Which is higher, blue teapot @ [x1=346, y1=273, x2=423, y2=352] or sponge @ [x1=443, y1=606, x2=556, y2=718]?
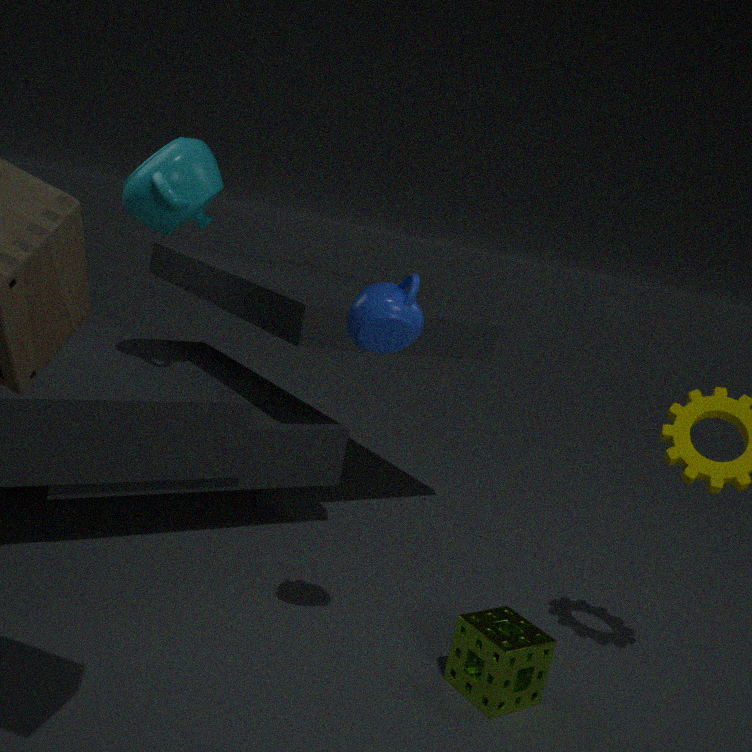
blue teapot @ [x1=346, y1=273, x2=423, y2=352]
